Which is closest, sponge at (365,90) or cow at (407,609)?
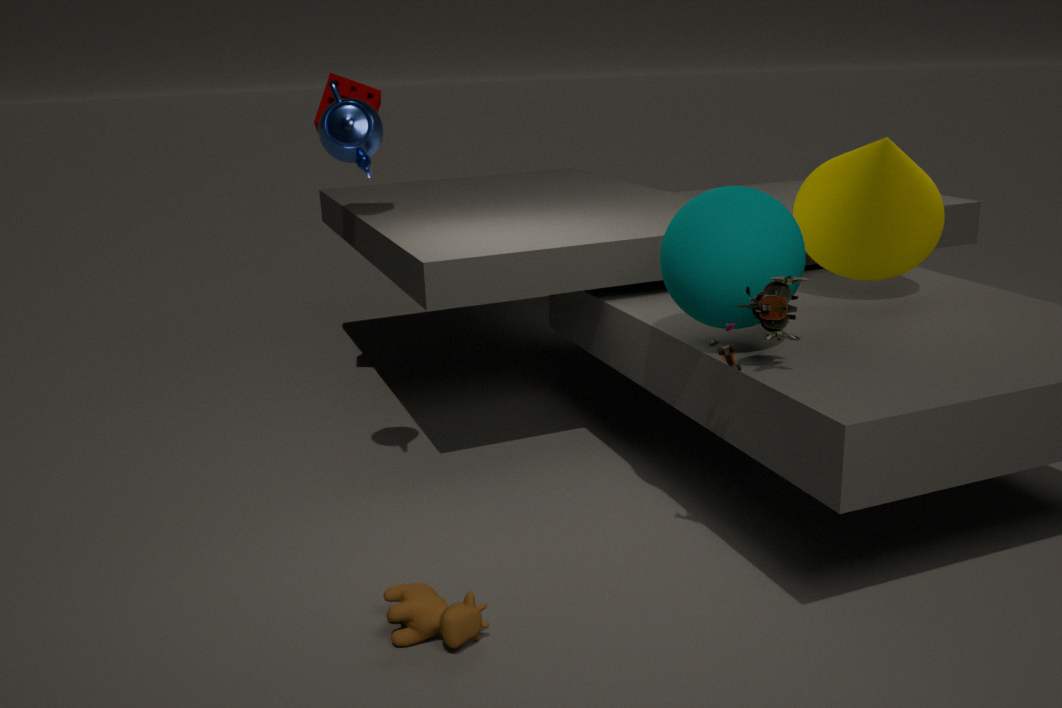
cow at (407,609)
